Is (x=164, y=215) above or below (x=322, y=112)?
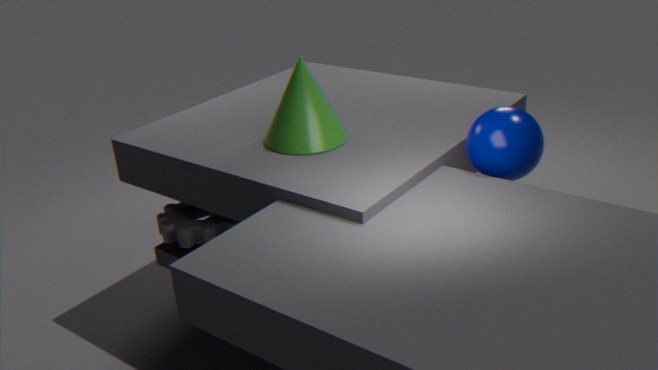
below
